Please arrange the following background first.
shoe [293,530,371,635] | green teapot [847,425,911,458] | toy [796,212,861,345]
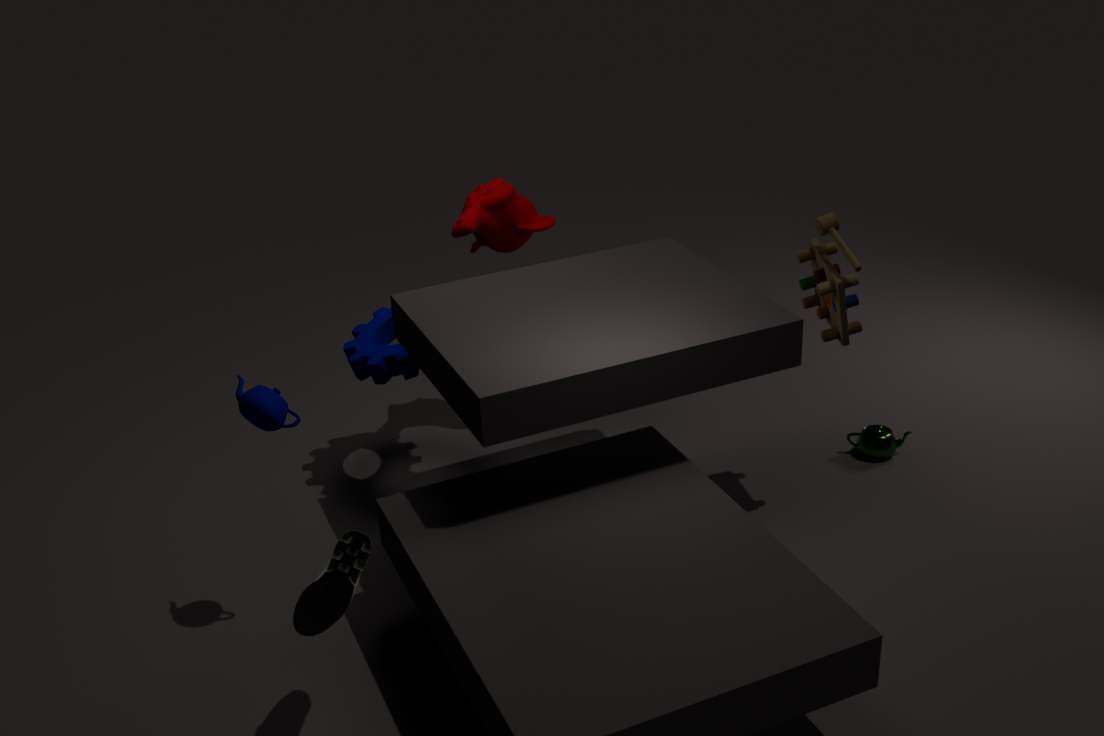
green teapot [847,425,911,458], toy [796,212,861,345], shoe [293,530,371,635]
